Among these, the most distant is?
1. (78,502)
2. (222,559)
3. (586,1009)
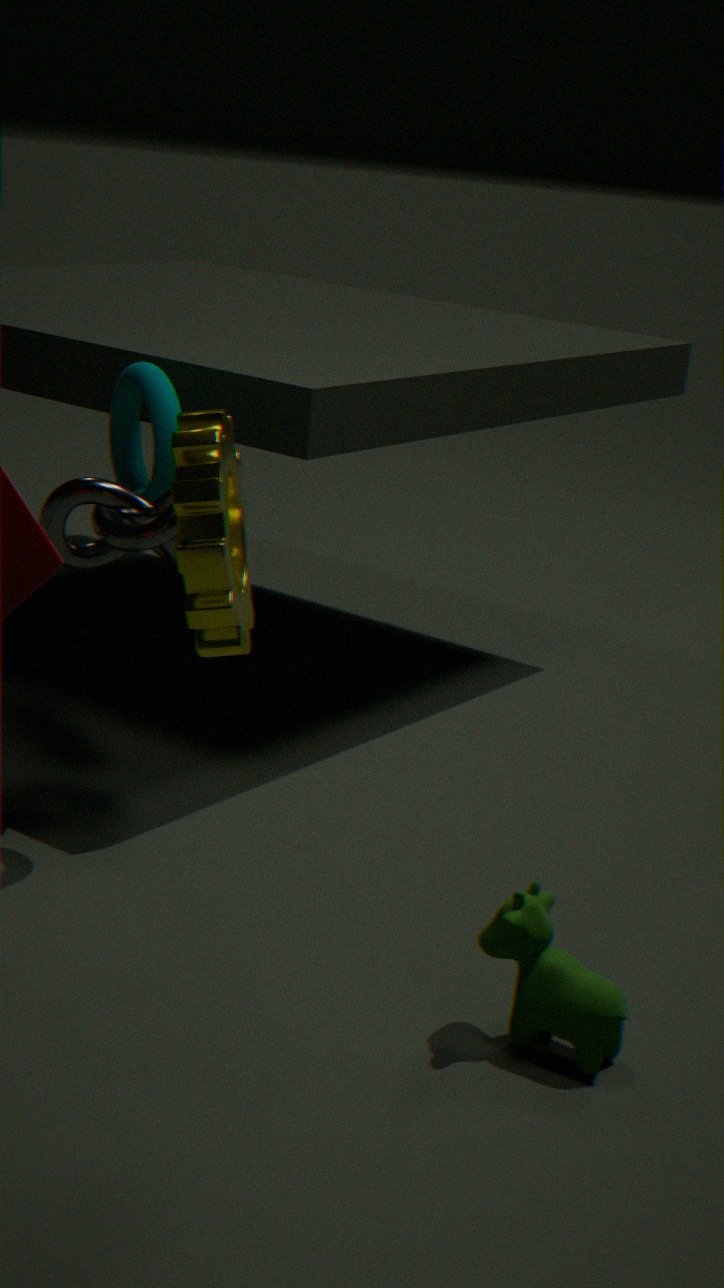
(78,502)
